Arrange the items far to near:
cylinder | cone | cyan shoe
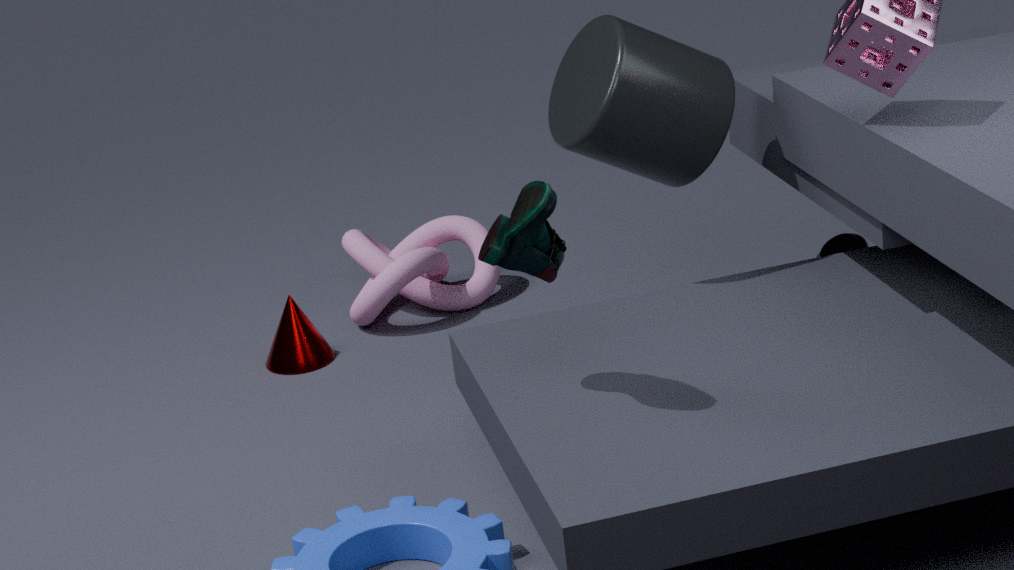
cone < cylinder < cyan shoe
